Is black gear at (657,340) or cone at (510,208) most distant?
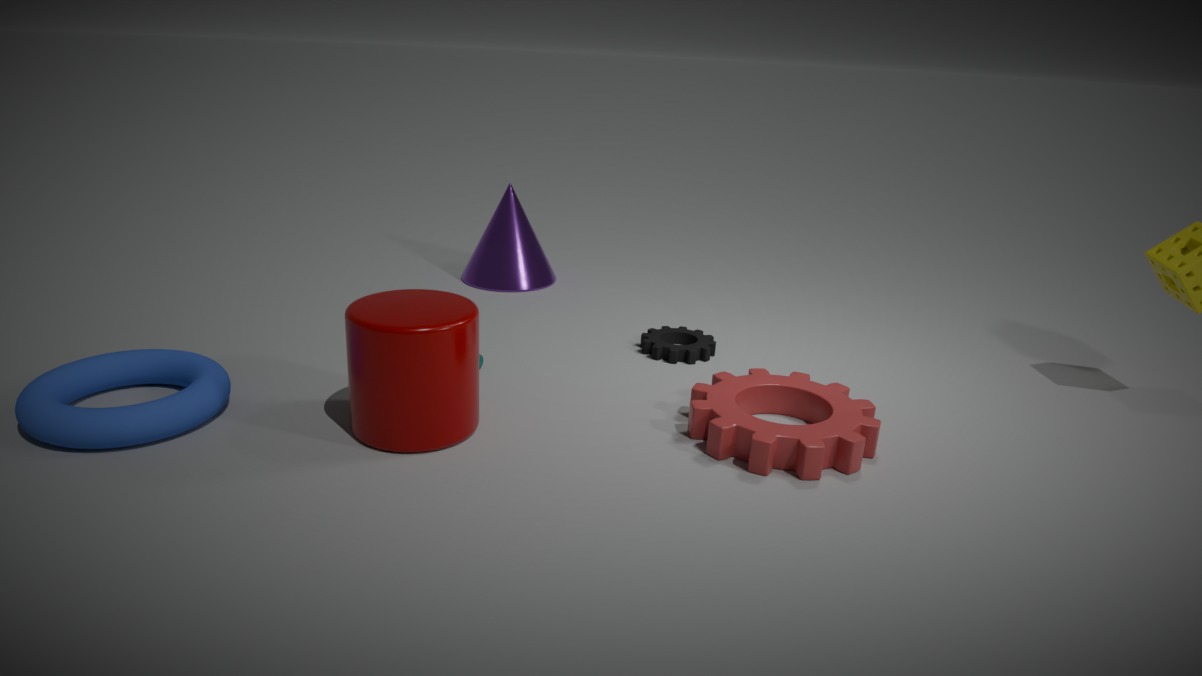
cone at (510,208)
